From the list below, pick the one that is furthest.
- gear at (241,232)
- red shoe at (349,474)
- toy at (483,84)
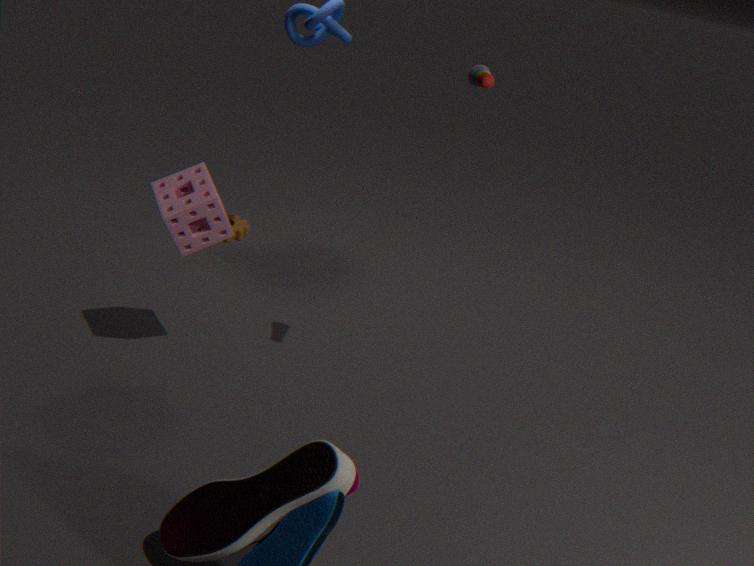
gear at (241,232)
